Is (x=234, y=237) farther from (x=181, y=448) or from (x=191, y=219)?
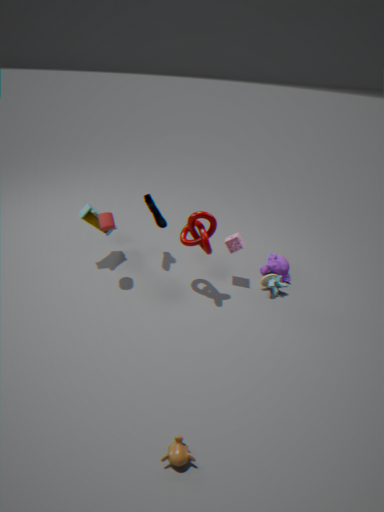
(x=181, y=448)
